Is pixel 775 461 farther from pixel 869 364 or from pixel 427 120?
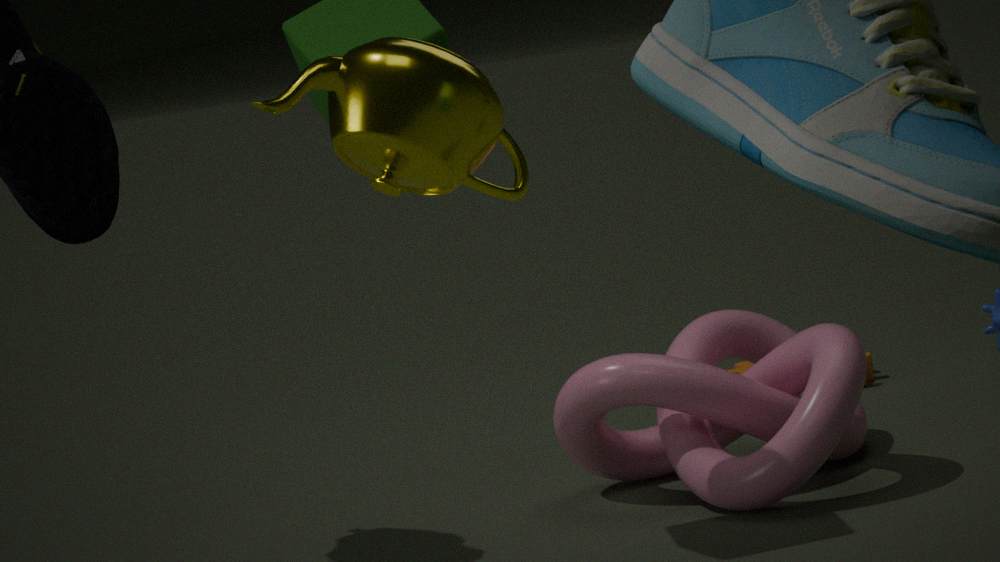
pixel 427 120
